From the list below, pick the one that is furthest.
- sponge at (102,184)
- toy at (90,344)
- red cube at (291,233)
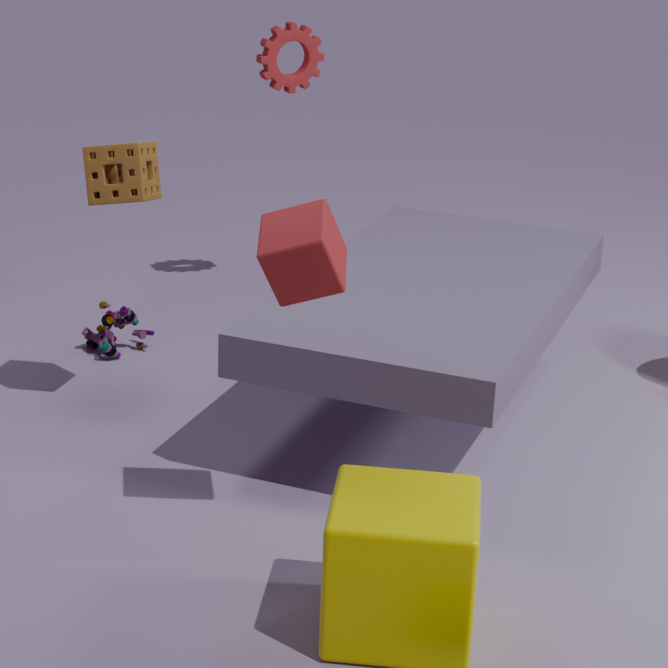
toy at (90,344)
